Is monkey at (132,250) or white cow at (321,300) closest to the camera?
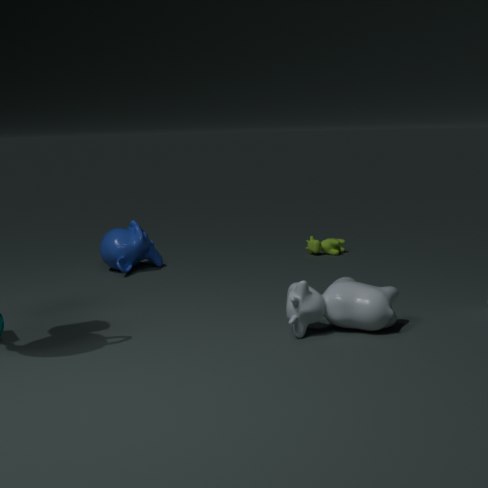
white cow at (321,300)
